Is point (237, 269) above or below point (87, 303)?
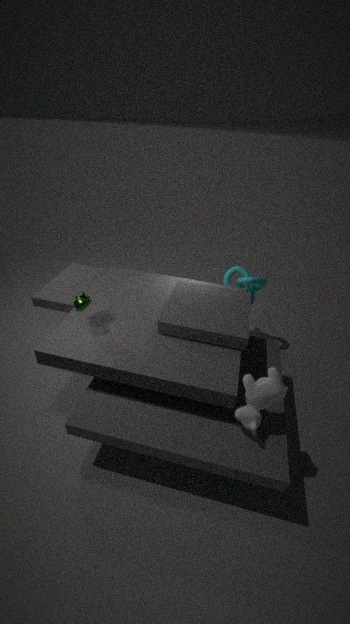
below
